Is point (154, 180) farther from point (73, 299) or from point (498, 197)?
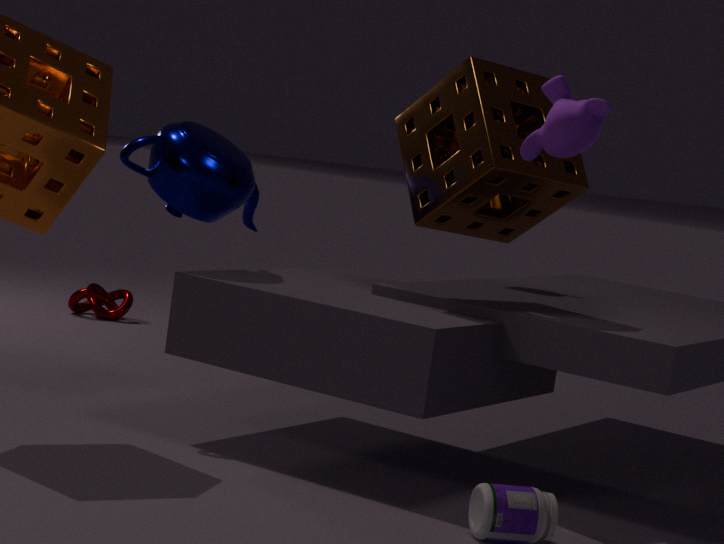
point (73, 299)
